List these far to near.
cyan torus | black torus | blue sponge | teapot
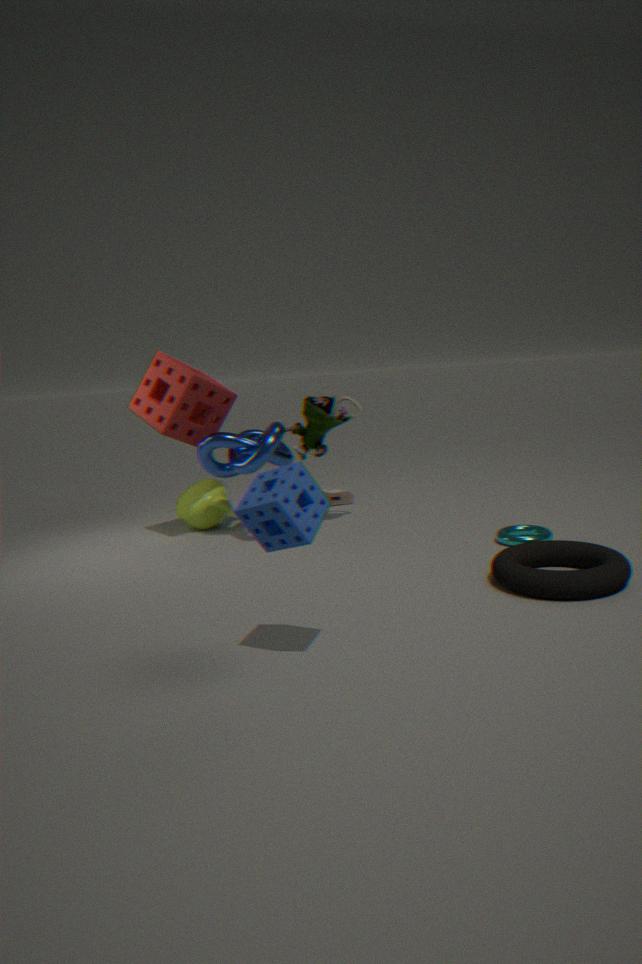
teapot, cyan torus, black torus, blue sponge
